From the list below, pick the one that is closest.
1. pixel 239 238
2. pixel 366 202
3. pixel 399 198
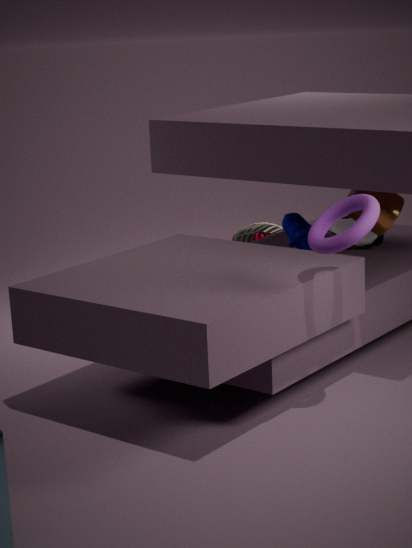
pixel 366 202
